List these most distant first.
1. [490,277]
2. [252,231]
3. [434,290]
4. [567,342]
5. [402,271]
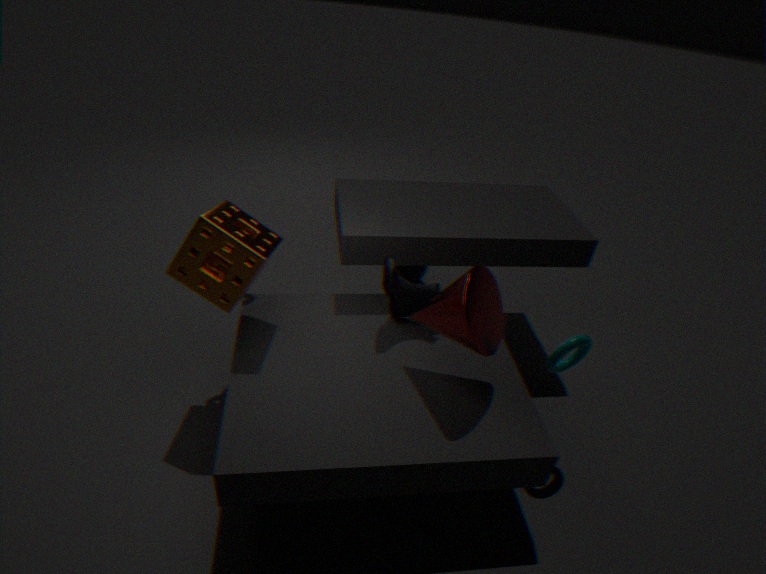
[402,271], [434,290], [252,231], [567,342], [490,277]
